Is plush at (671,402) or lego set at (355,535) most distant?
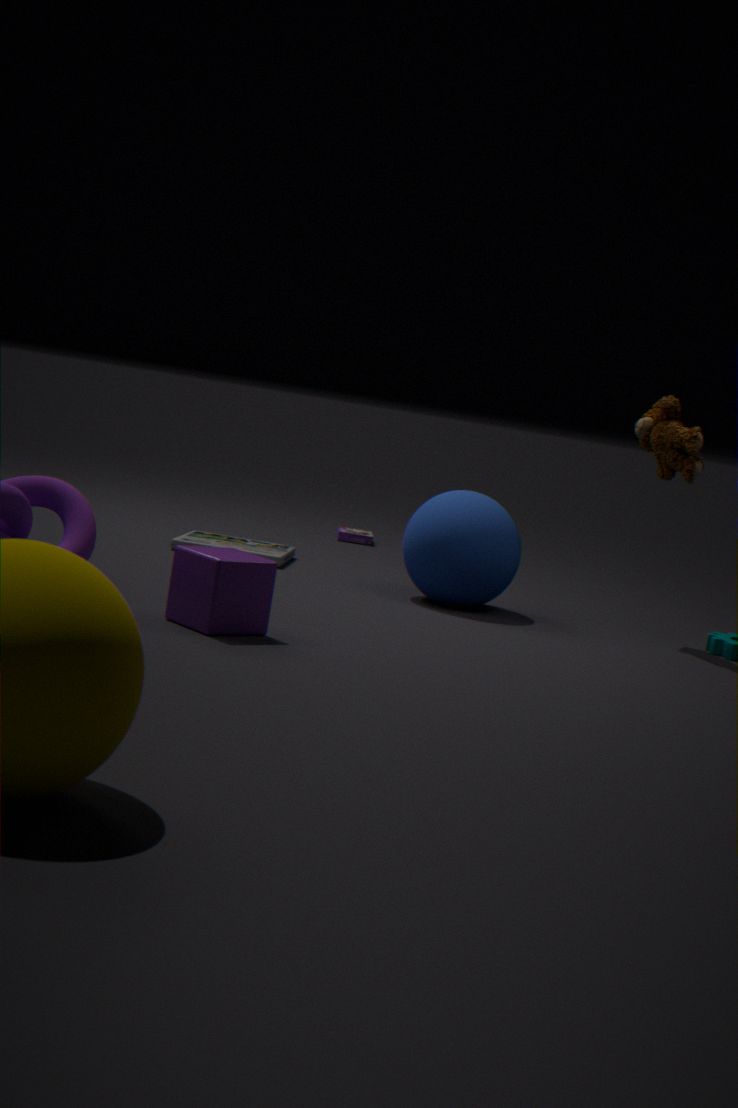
lego set at (355,535)
